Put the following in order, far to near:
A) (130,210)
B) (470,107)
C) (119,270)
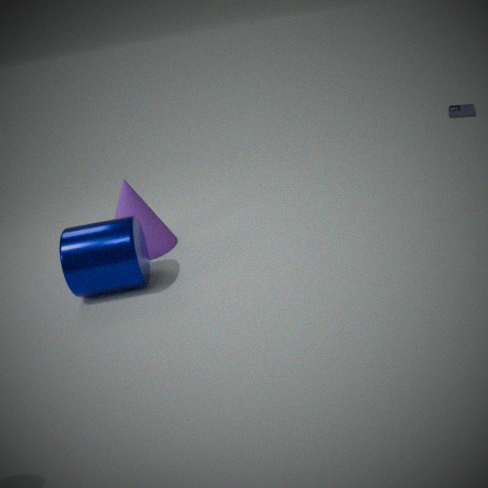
(470,107)
(130,210)
(119,270)
